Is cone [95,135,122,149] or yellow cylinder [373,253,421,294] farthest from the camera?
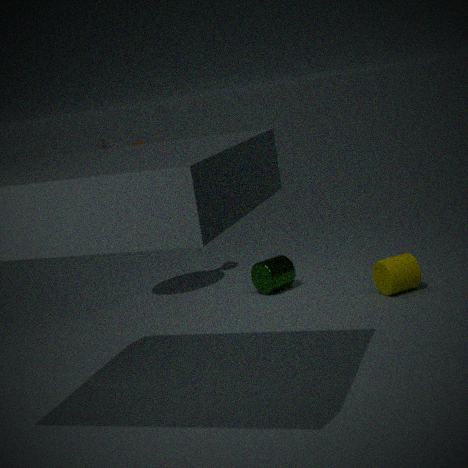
cone [95,135,122,149]
